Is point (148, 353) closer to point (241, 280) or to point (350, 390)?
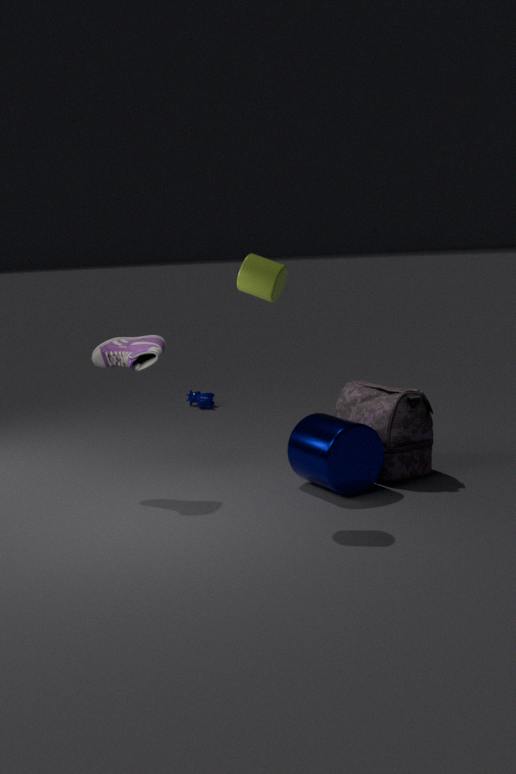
point (241, 280)
